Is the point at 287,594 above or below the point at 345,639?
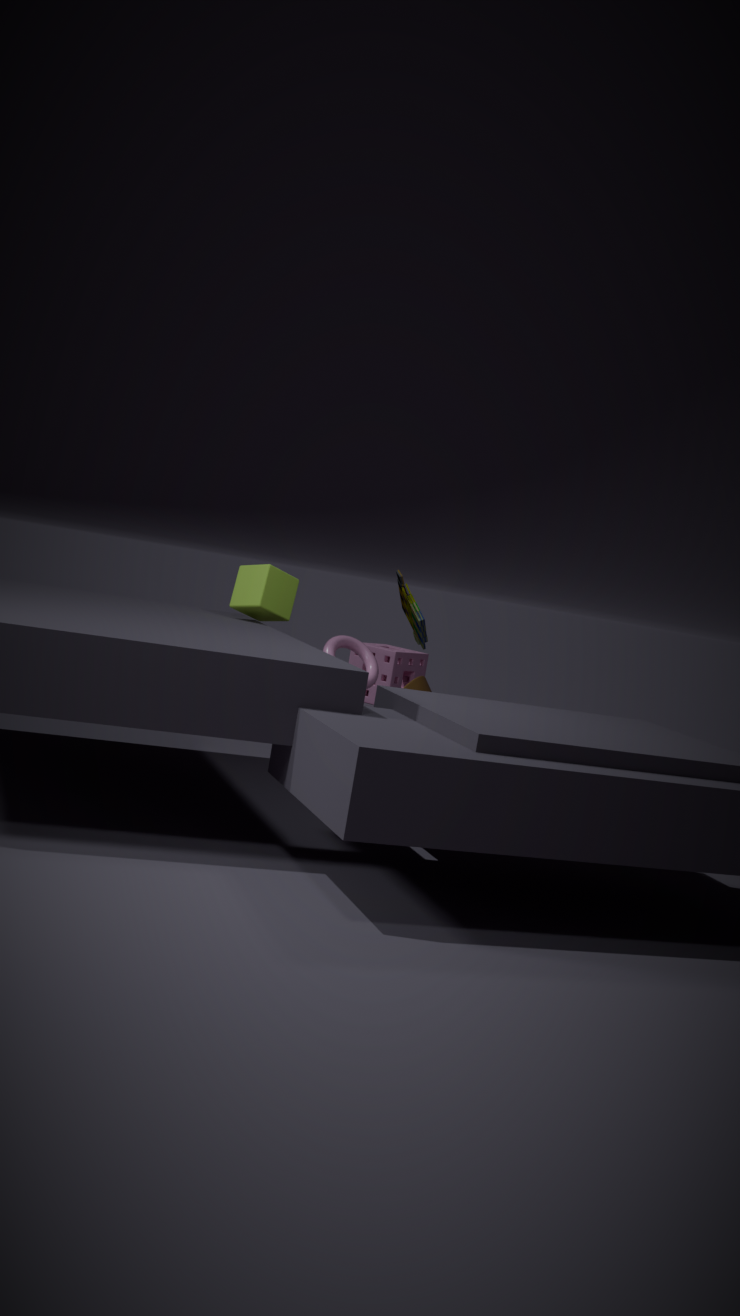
above
